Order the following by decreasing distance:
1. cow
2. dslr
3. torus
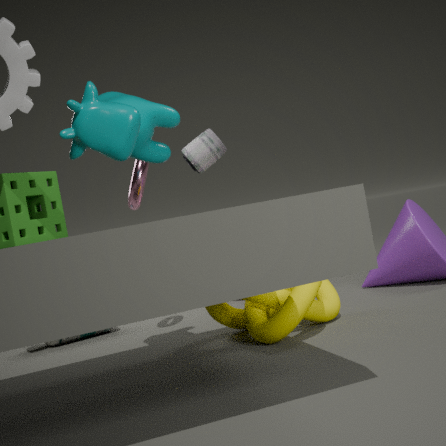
dslr
torus
cow
